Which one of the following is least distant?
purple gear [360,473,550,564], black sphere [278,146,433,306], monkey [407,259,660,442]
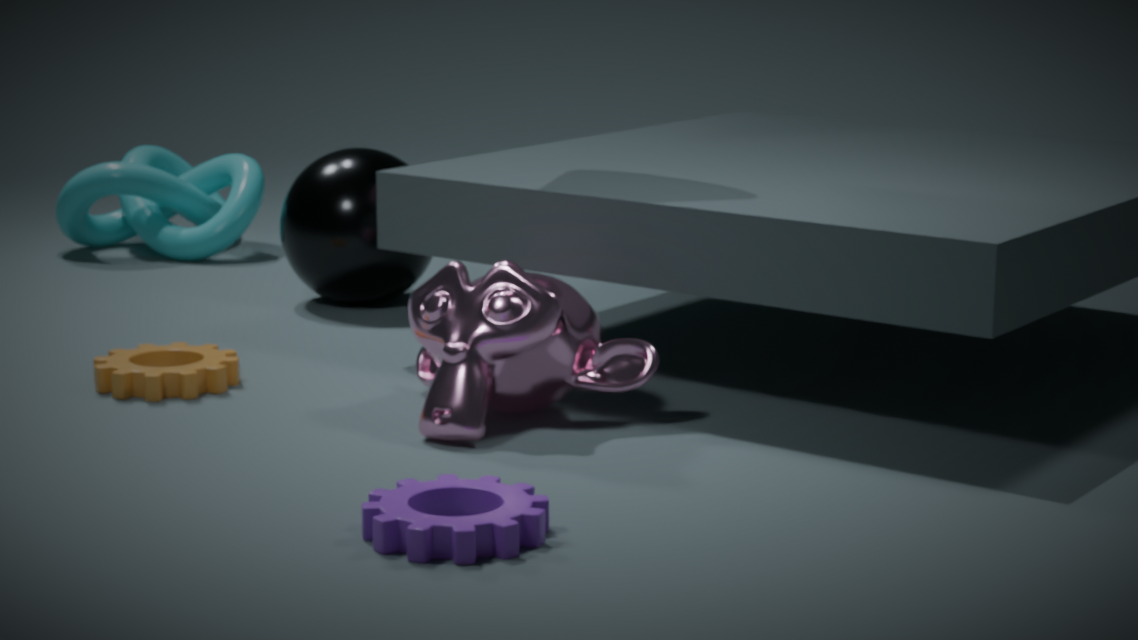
purple gear [360,473,550,564]
